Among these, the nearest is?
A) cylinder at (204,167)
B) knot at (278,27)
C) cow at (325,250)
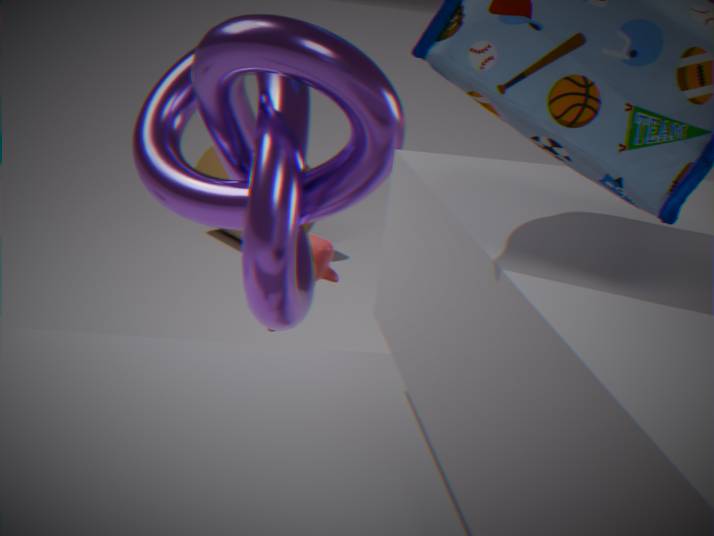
knot at (278,27)
